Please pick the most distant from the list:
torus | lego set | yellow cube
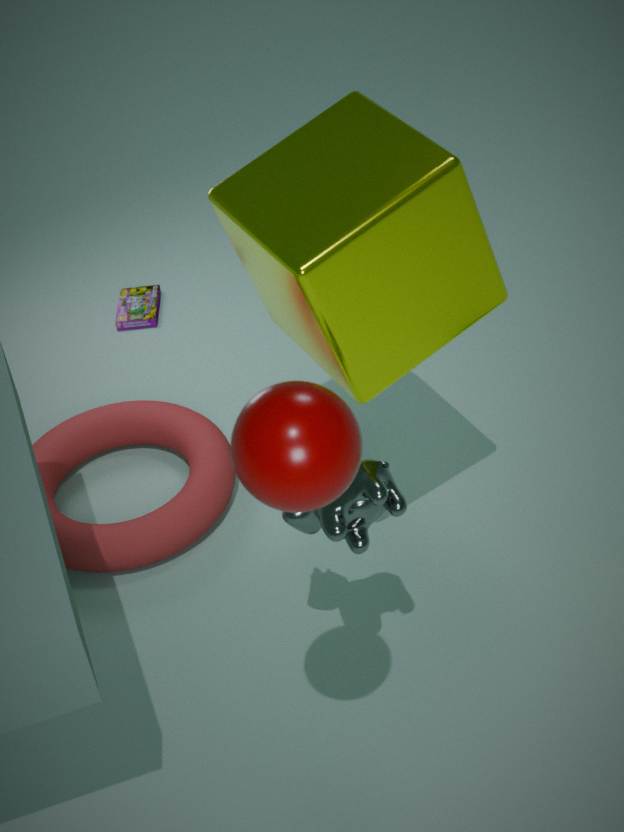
lego set
